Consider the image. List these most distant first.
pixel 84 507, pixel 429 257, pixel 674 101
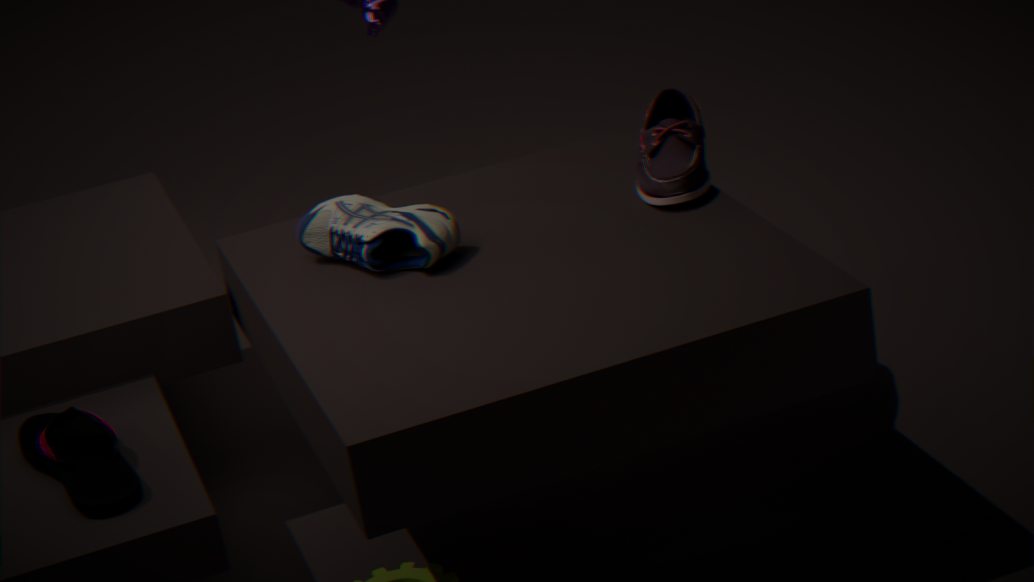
pixel 674 101, pixel 429 257, pixel 84 507
